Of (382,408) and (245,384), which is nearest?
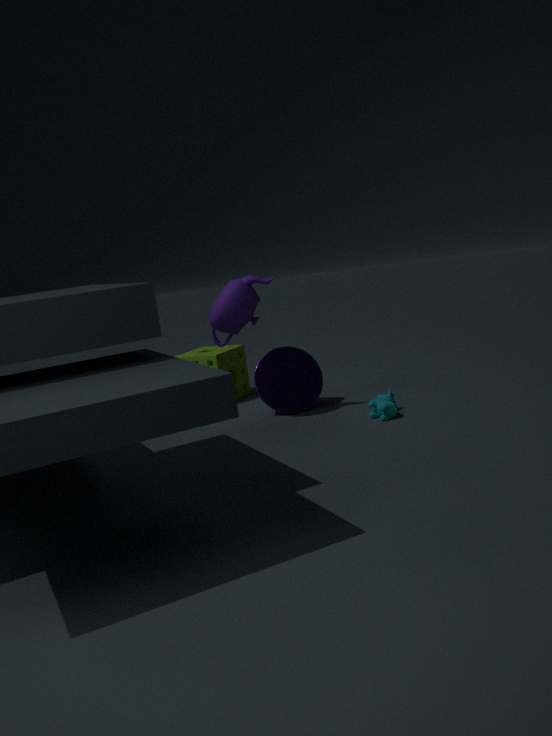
(382,408)
